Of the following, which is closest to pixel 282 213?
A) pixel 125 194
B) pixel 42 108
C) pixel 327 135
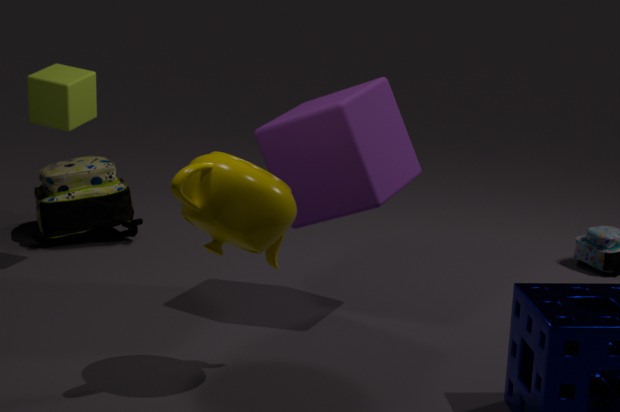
pixel 327 135
